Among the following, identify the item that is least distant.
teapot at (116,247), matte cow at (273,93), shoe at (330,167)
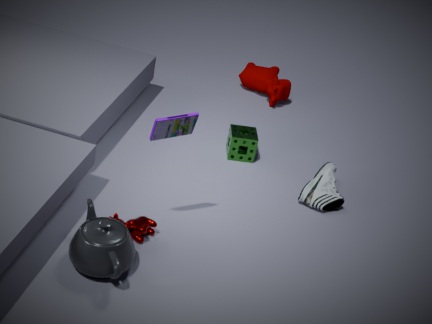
teapot at (116,247)
